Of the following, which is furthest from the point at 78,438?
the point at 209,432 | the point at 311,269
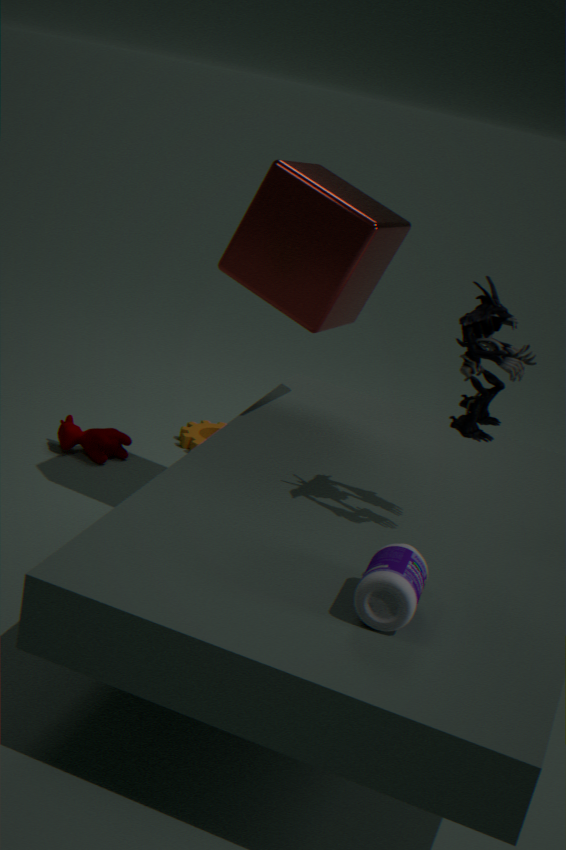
the point at 311,269
